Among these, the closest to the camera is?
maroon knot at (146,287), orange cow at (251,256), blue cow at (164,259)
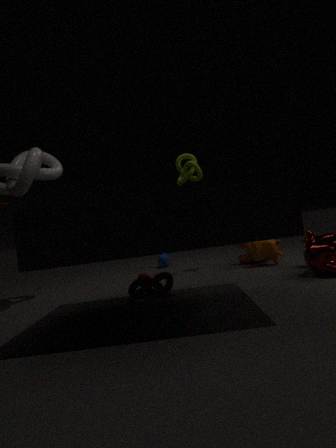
maroon knot at (146,287)
